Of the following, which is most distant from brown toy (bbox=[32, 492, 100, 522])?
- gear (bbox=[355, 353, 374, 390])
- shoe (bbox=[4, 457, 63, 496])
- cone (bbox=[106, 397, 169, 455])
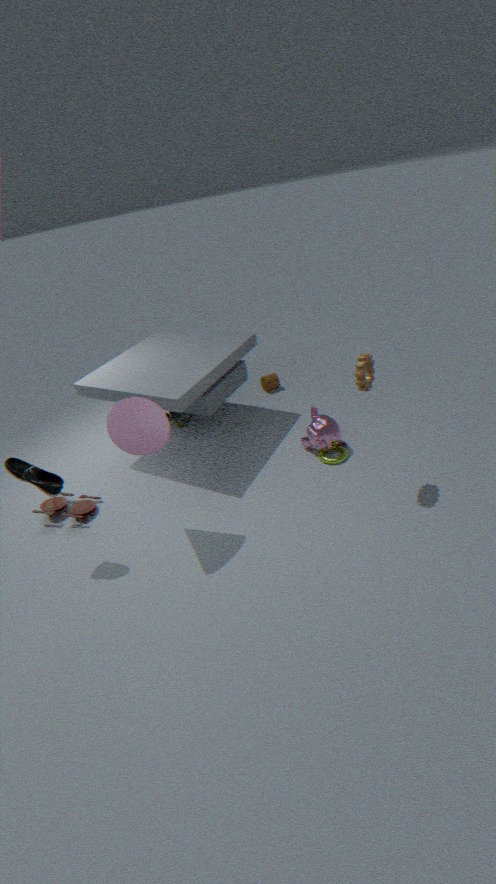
gear (bbox=[355, 353, 374, 390])
